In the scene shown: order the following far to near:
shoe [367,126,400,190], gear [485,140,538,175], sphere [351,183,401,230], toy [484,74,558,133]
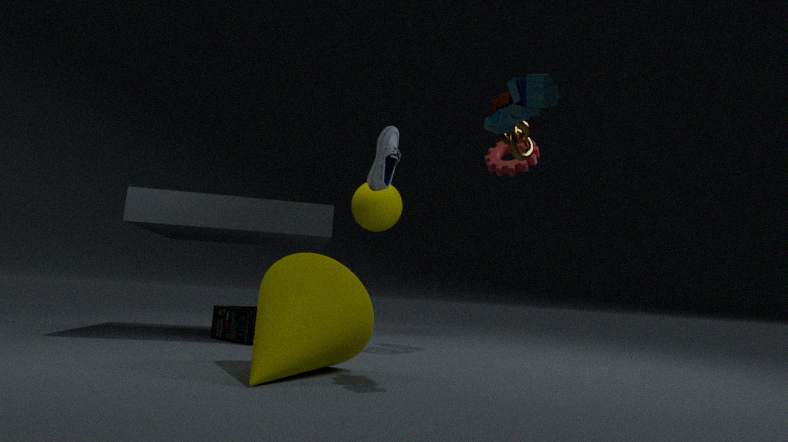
sphere [351,183,401,230]
gear [485,140,538,175]
shoe [367,126,400,190]
toy [484,74,558,133]
